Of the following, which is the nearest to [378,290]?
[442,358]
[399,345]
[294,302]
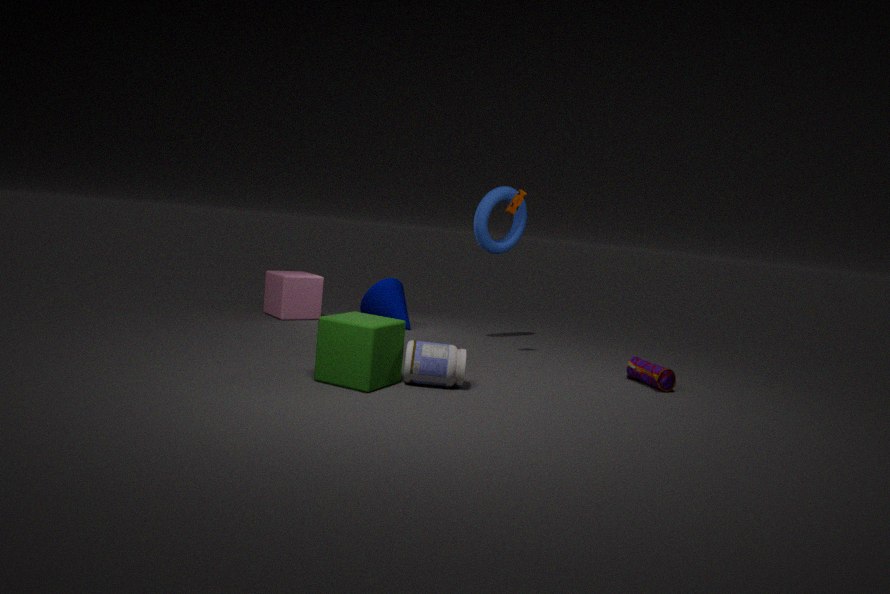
[294,302]
